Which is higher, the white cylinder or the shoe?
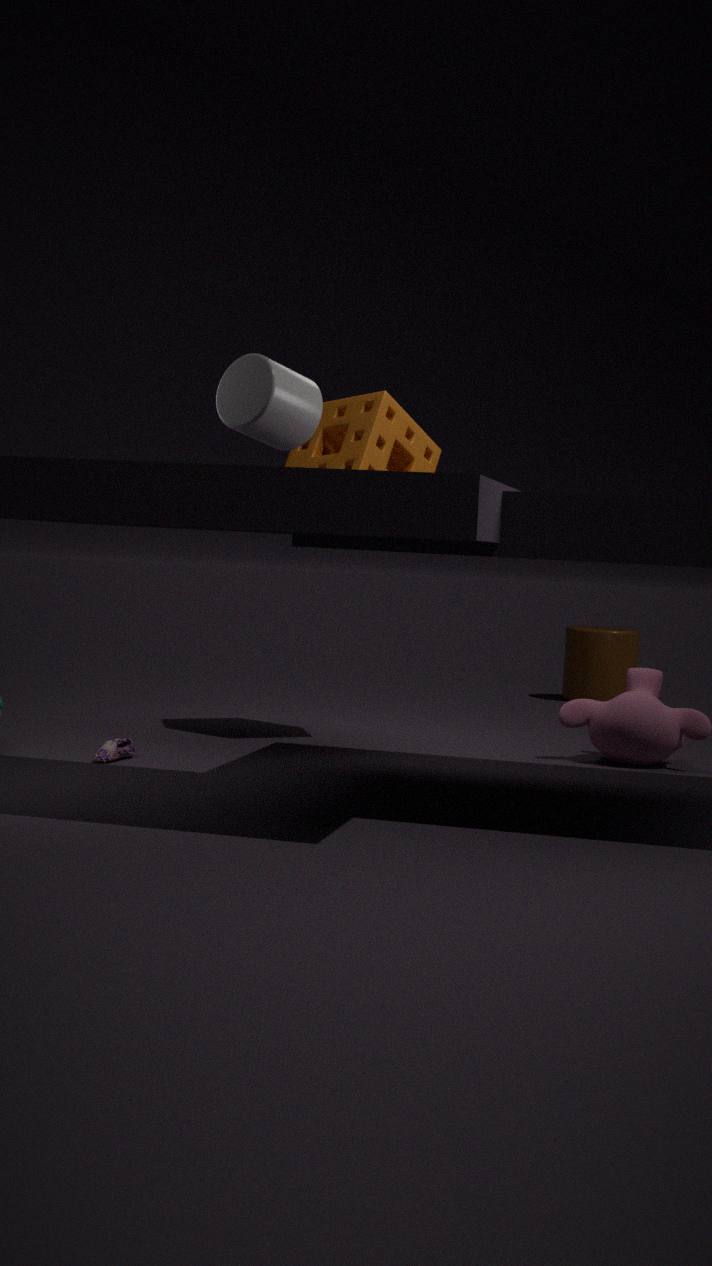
the white cylinder
